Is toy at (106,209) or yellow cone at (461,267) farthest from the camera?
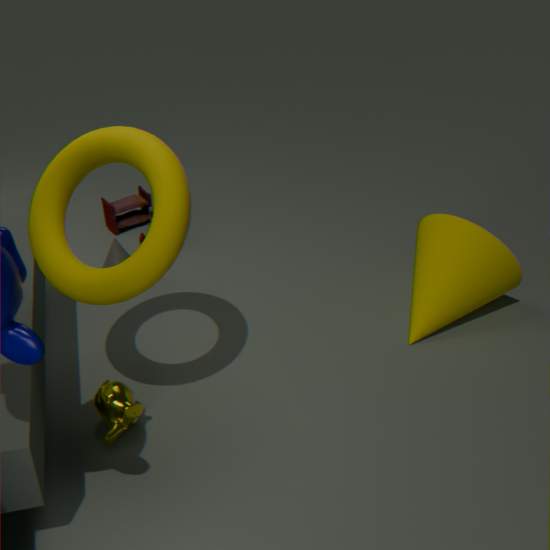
toy at (106,209)
